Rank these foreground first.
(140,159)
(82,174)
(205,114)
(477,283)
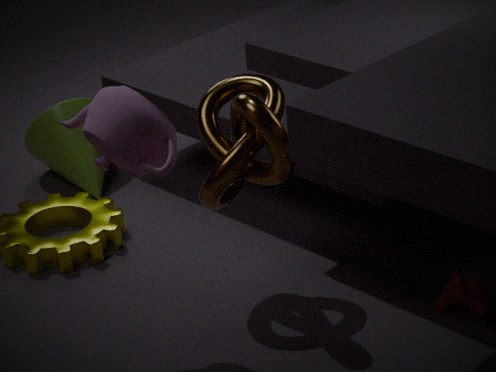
(140,159) → (477,283) → (205,114) → (82,174)
